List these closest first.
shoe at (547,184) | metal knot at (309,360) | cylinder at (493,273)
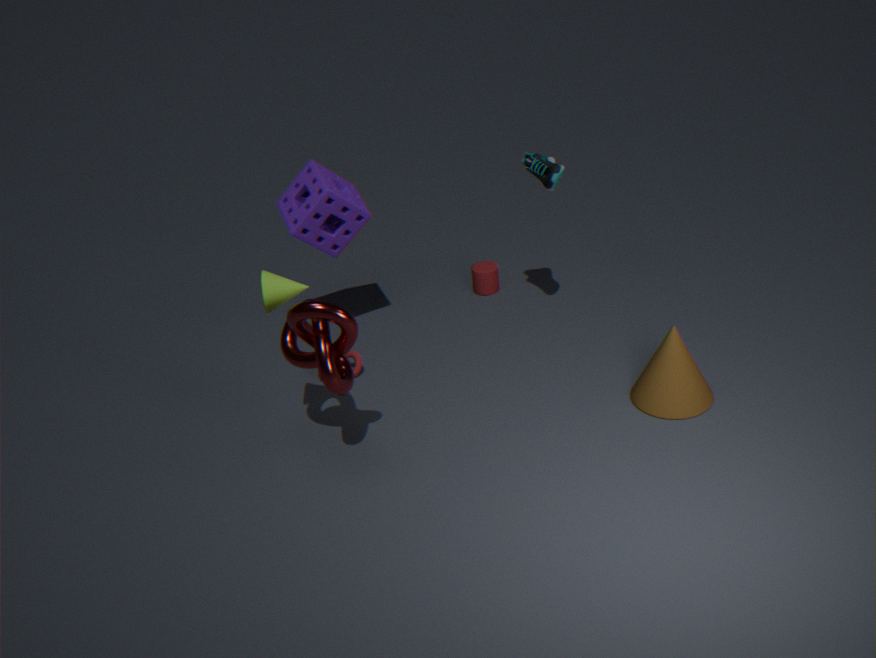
1. metal knot at (309,360)
2. shoe at (547,184)
3. cylinder at (493,273)
